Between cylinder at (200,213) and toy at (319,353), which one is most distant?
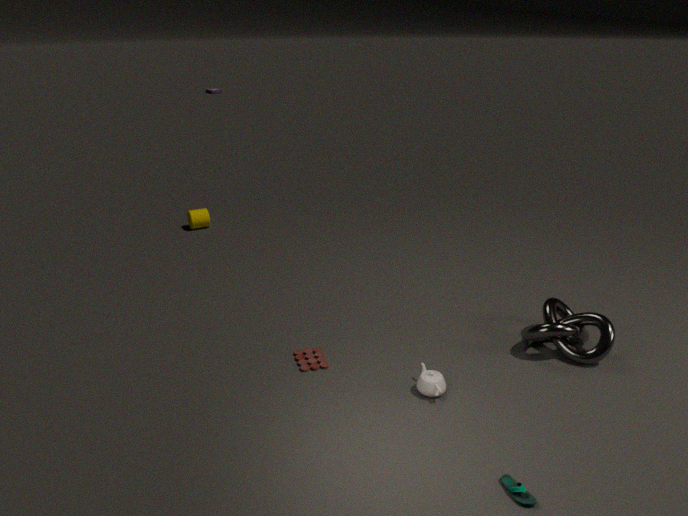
cylinder at (200,213)
